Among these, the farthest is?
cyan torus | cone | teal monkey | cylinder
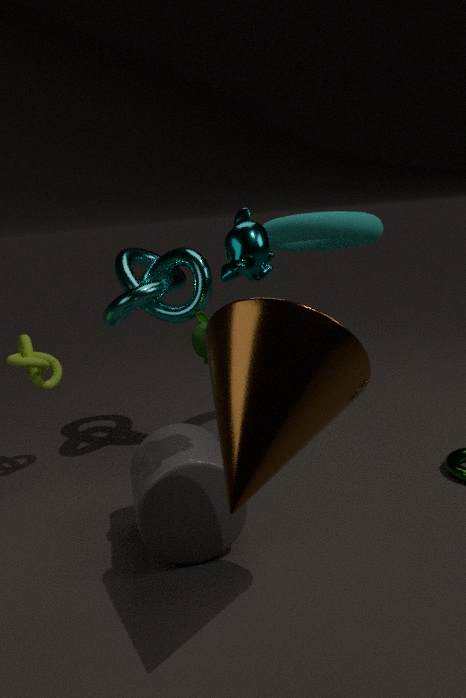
cyan torus
